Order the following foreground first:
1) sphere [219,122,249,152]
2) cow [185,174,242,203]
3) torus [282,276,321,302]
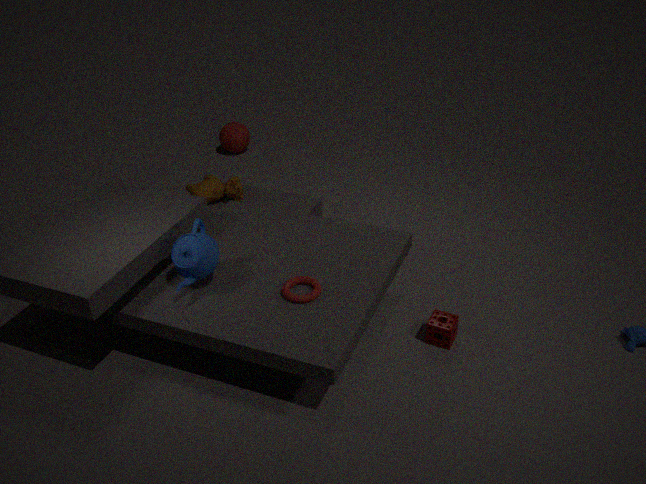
1. 3. torus [282,276,321,302]
2. 2. cow [185,174,242,203]
3. 1. sphere [219,122,249,152]
